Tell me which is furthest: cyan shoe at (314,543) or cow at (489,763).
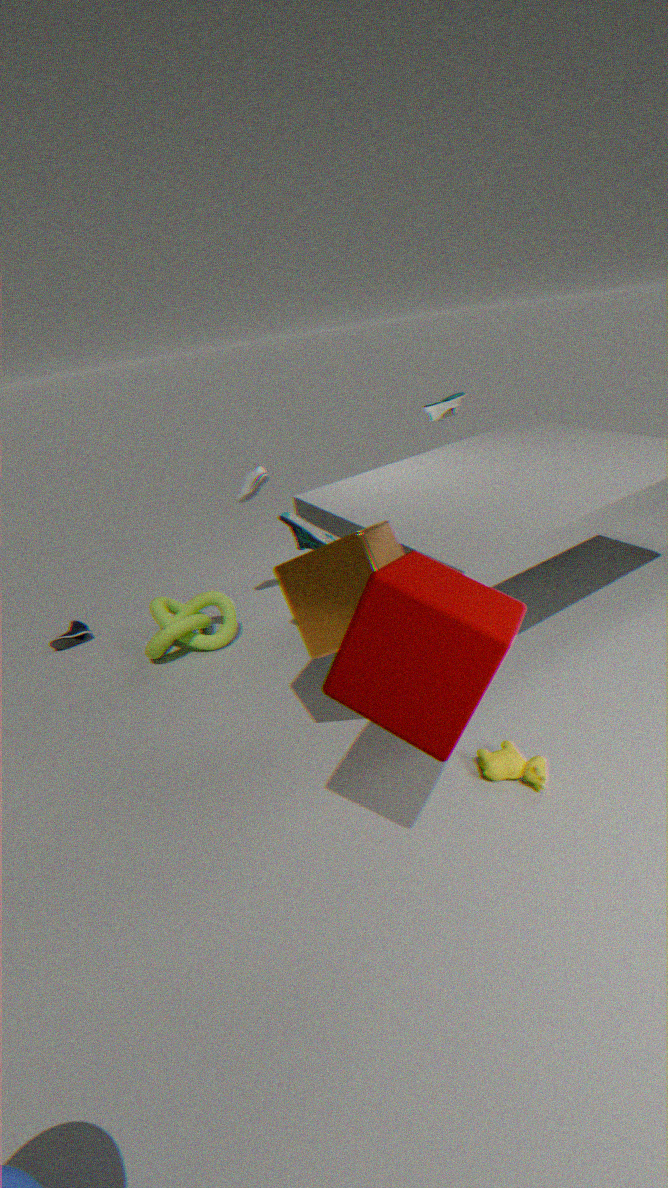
cyan shoe at (314,543)
